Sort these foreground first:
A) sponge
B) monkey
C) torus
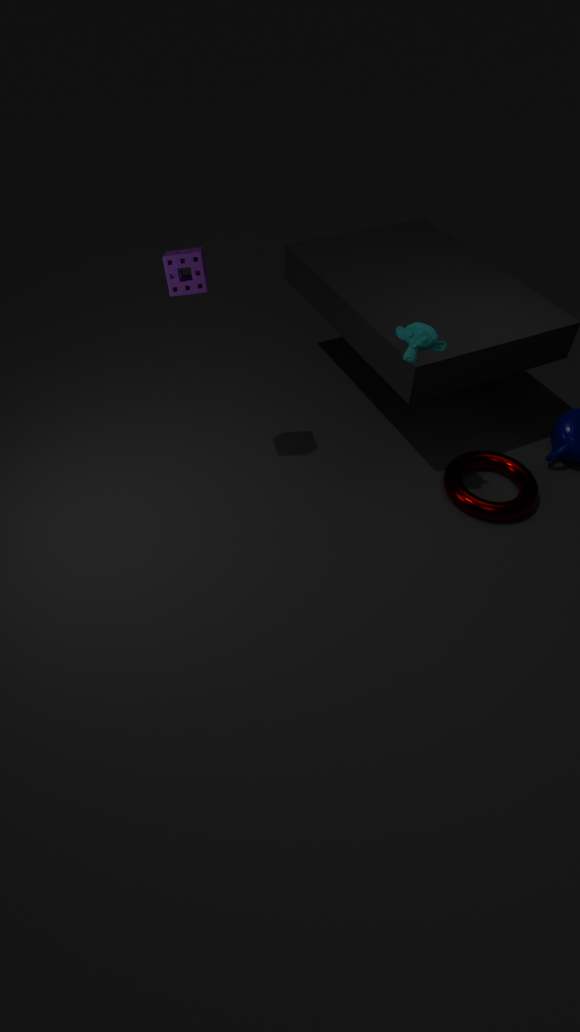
1. monkey
2. sponge
3. torus
